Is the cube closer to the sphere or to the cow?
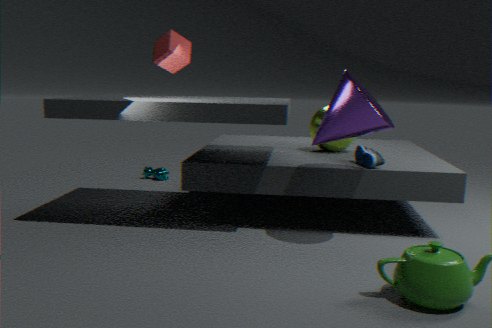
Result: the sphere
